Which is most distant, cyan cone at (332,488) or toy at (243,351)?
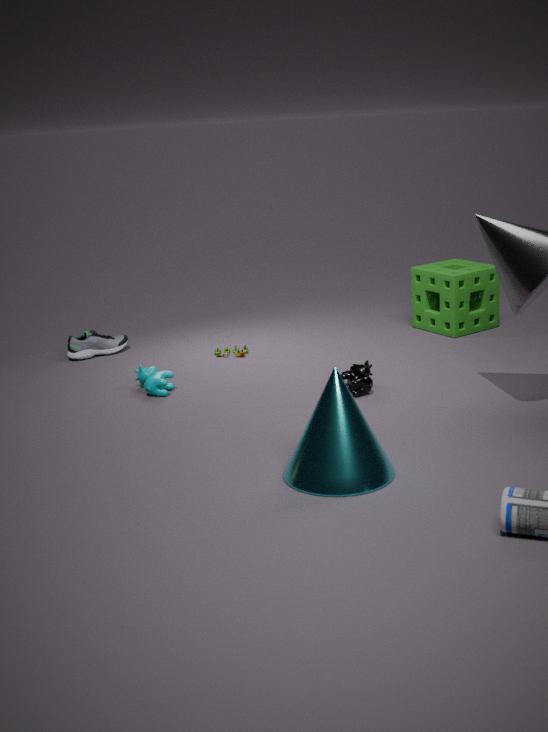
toy at (243,351)
